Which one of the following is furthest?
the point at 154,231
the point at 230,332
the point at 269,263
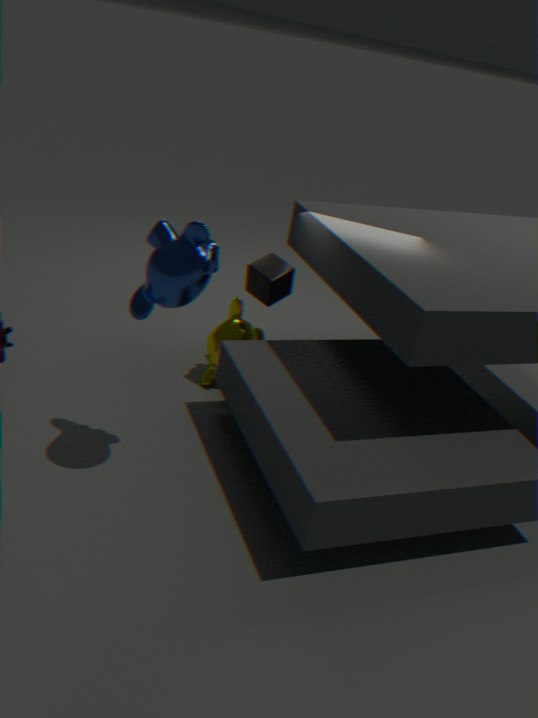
the point at 230,332
